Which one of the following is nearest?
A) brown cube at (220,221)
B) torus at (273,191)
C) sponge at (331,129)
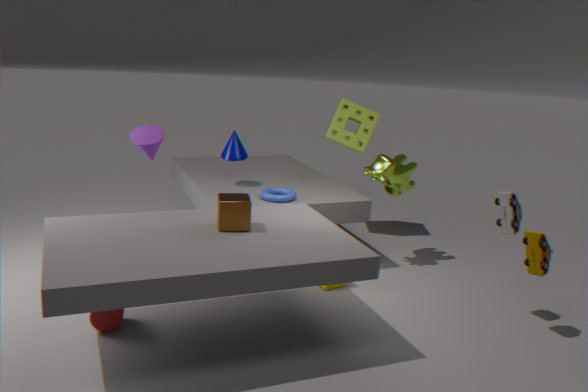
brown cube at (220,221)
